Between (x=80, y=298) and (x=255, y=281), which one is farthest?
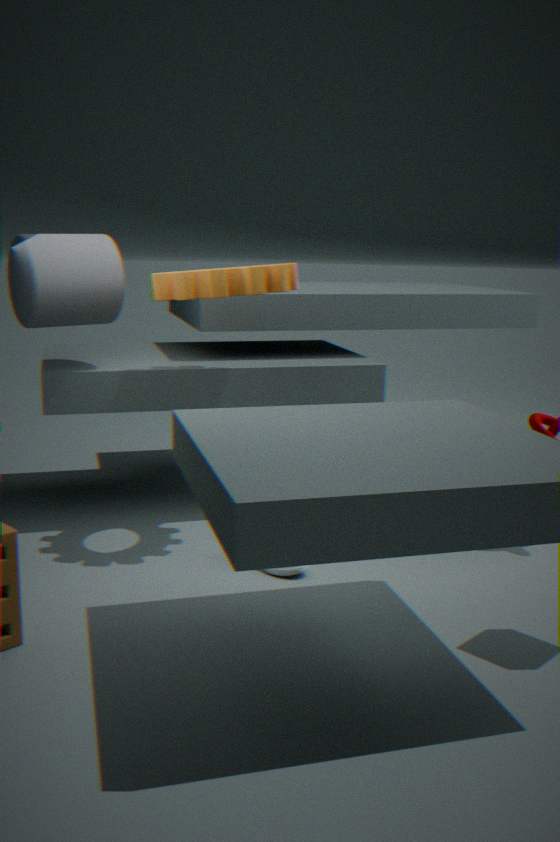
(x=80, y=298)
